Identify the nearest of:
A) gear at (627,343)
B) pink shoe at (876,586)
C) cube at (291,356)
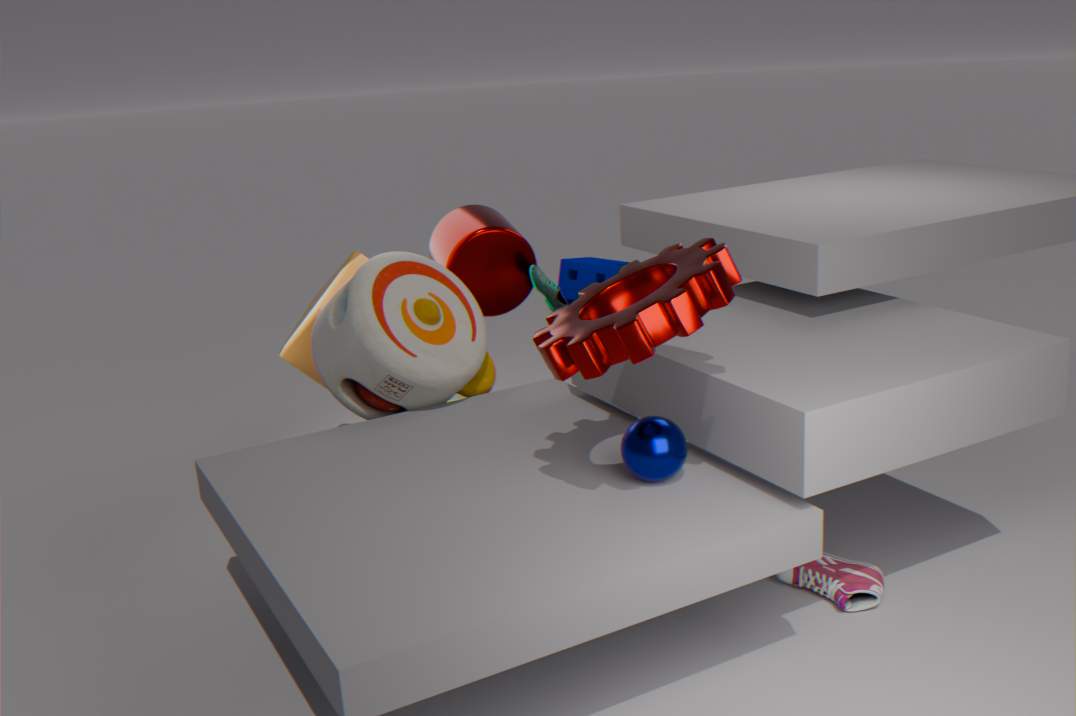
gear at (627,343)
